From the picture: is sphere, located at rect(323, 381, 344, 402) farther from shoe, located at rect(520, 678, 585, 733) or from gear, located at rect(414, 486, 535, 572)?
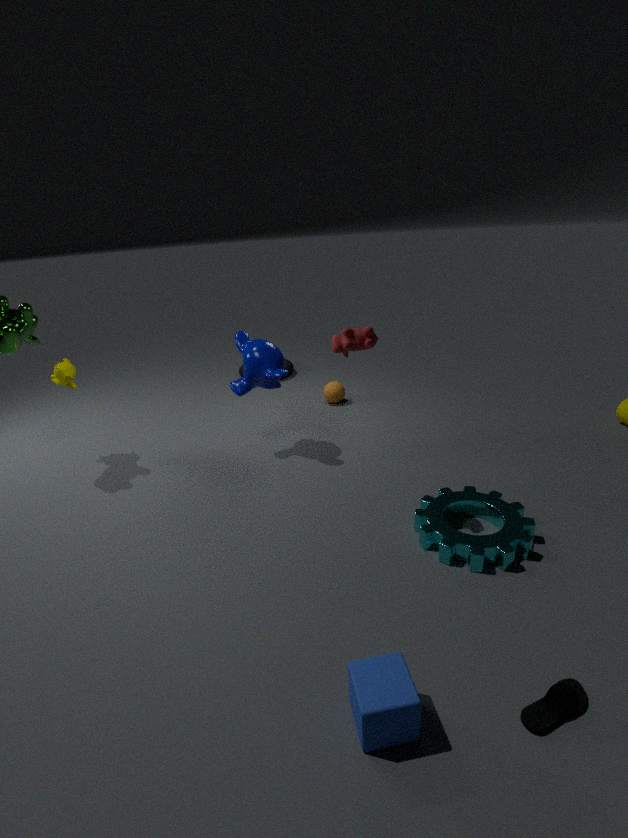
shoe, located at rect(520, 678, 585, 733)
